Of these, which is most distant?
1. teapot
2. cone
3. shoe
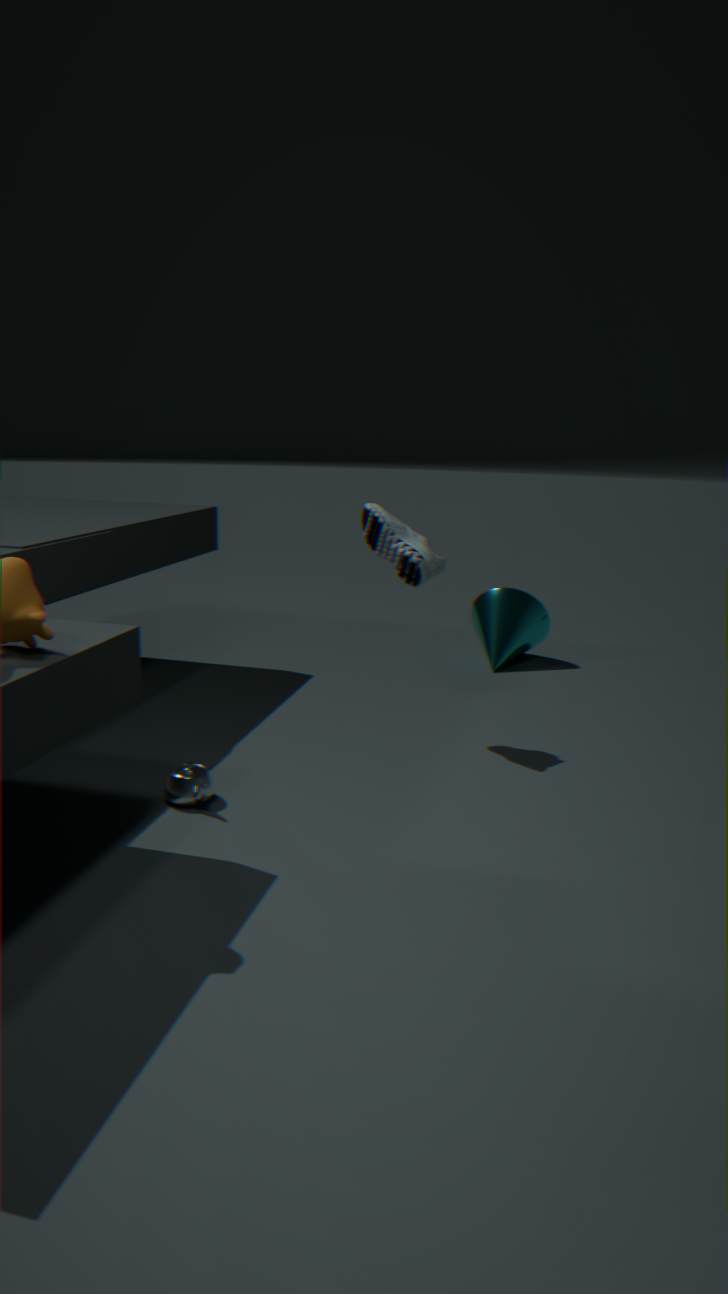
cone
